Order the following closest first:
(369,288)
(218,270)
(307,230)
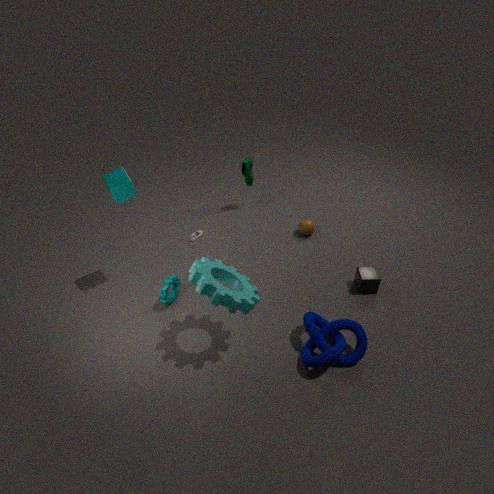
1. (218,270)
2. (369,288)
3. (307,230)
